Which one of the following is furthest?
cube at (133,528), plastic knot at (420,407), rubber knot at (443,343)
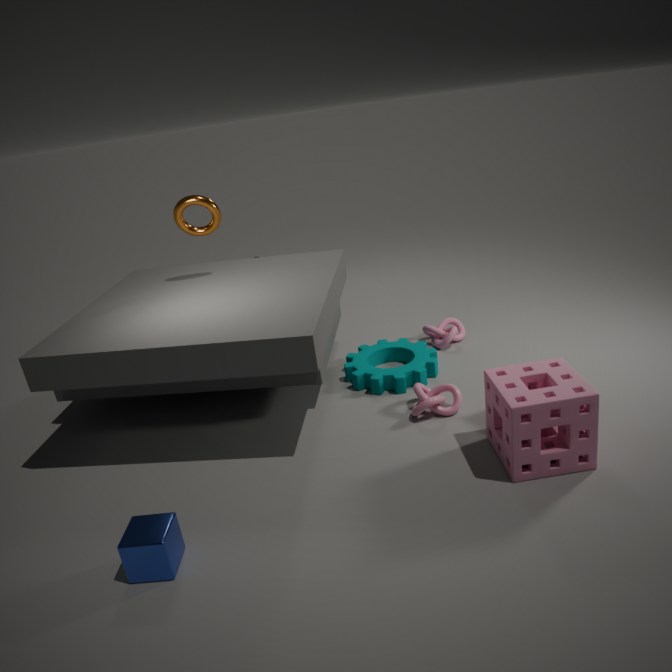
rubber knot at (443,343)
